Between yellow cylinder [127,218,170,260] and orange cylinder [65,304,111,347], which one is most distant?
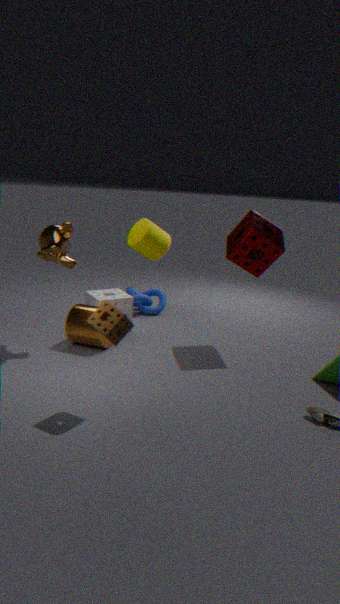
yellow cylinder [127,218,170,260]
